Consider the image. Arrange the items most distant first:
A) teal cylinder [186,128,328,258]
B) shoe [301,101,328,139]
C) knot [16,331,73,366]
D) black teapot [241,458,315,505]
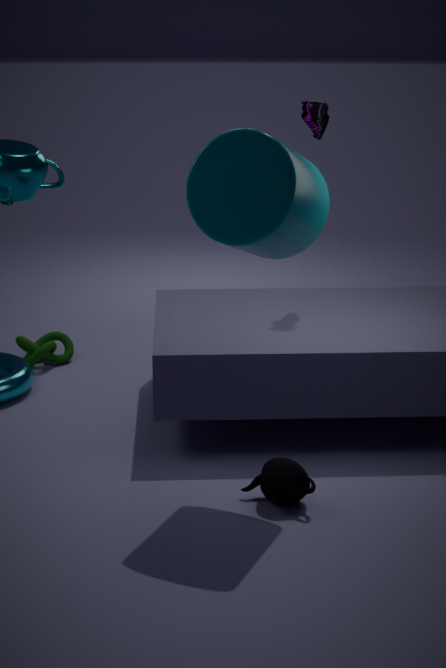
knot [16,331,73,366] < shoe [301,101,328,139] < black teapot [241,458,315,505] < teal cylinder [186,128,328,258]
